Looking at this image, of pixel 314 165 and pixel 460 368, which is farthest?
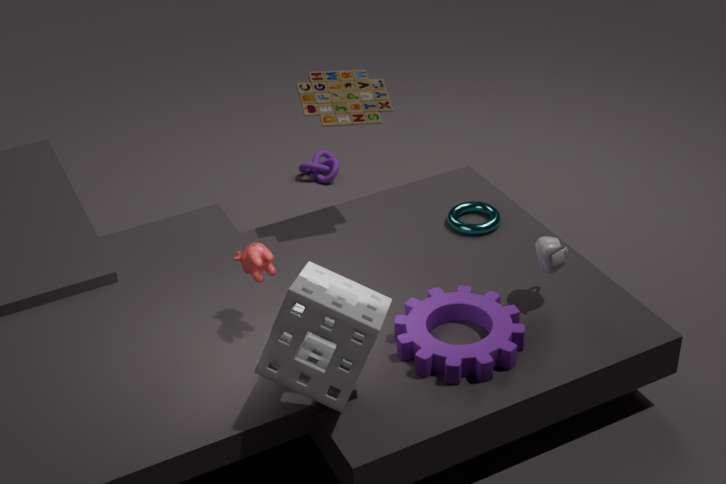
pixel 314 165
